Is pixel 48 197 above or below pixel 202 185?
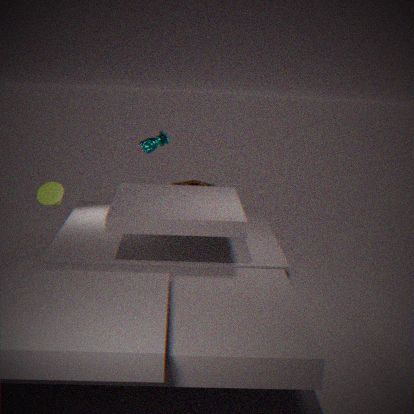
above
